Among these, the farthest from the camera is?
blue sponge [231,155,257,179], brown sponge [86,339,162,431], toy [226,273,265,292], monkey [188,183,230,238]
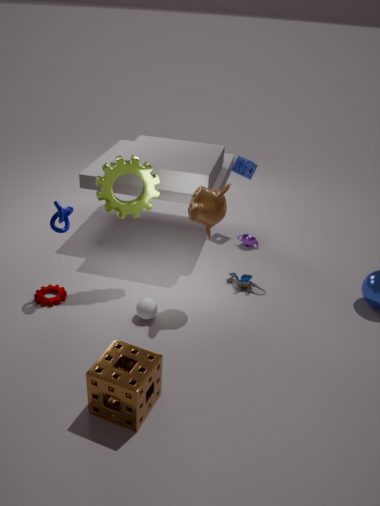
blue sponge [231,155,257,179]
